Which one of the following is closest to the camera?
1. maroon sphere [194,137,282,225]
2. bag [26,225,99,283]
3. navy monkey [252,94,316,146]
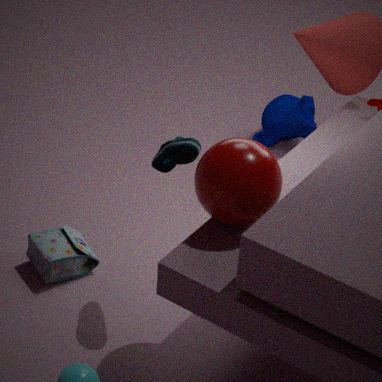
maroon sphere [194,137,282,225]
